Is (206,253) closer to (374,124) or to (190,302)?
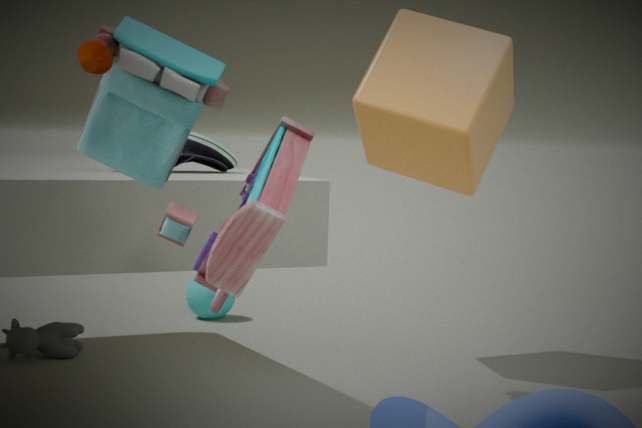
(374,124)
